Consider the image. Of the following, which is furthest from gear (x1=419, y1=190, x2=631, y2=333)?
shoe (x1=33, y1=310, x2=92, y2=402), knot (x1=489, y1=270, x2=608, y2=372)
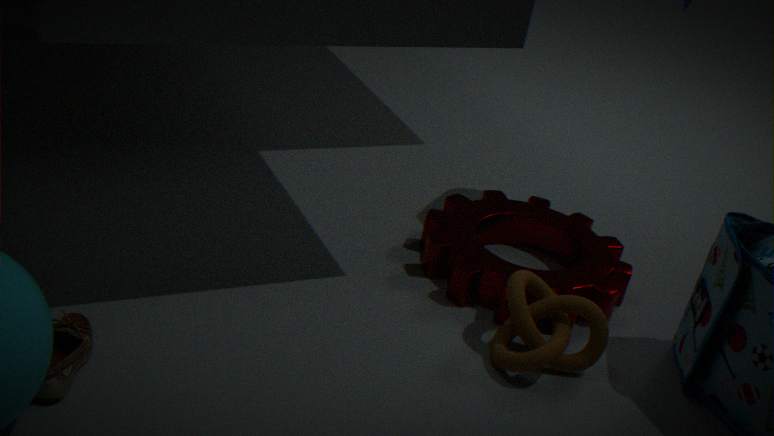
shoe (x1=33, y1=310, x2=92, y2=402)
